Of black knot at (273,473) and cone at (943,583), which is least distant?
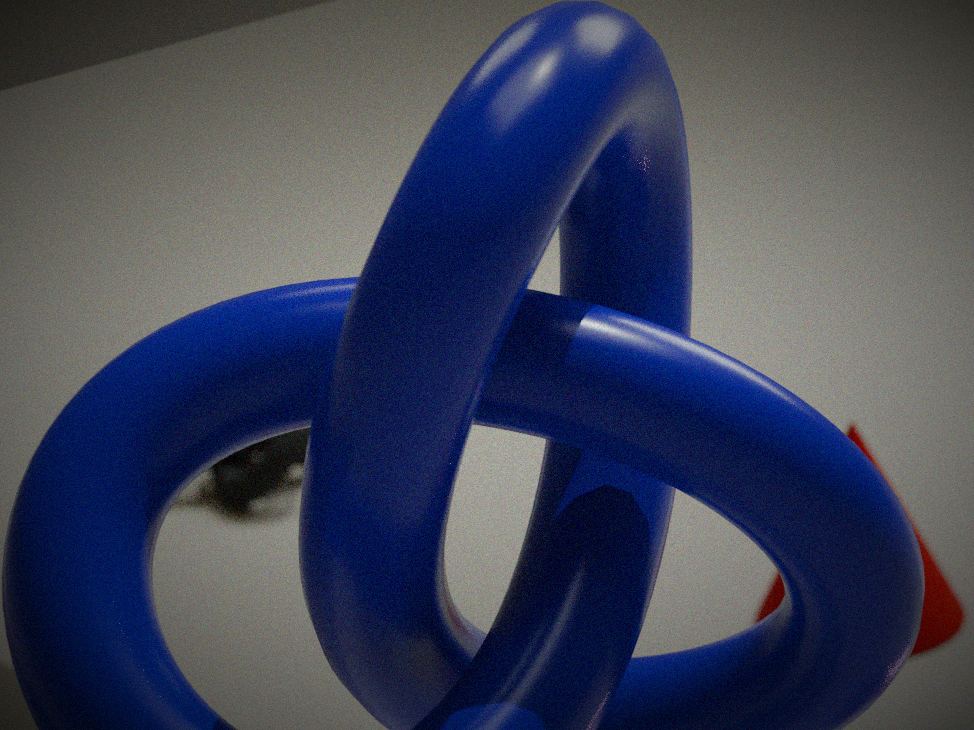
cone at (943,583)
